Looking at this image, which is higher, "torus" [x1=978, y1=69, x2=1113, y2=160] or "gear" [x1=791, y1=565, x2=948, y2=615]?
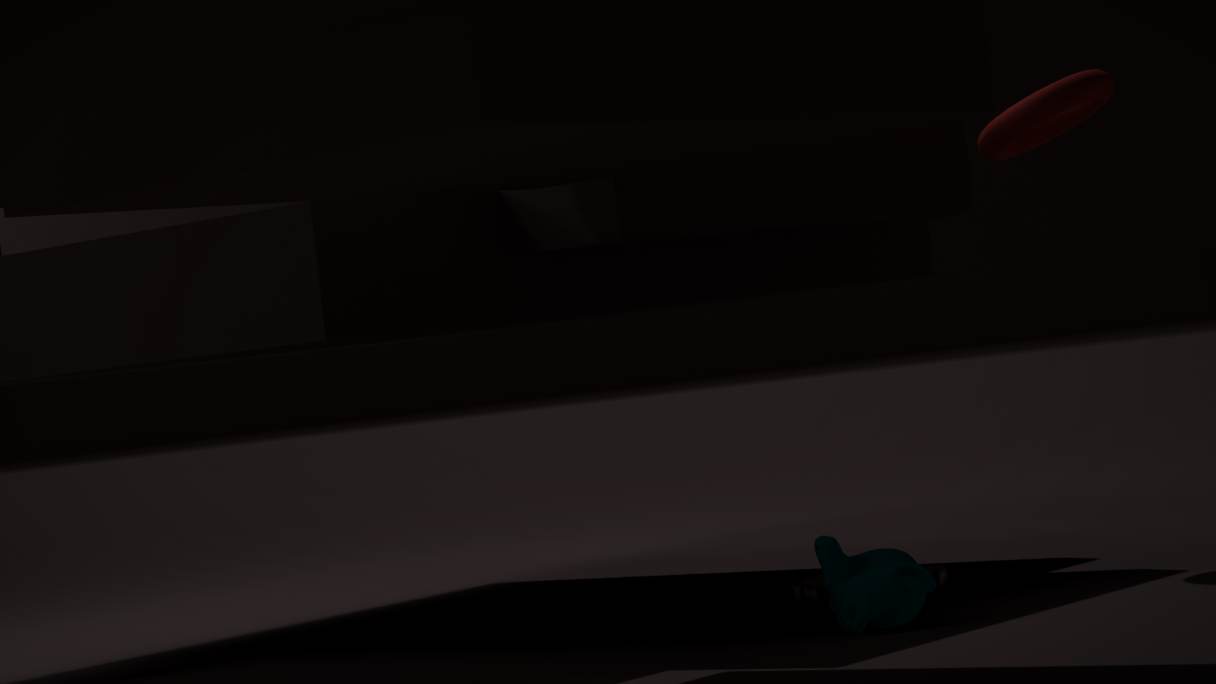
"torus" [x1=978, y1=69, x2=1113, y2=160]
